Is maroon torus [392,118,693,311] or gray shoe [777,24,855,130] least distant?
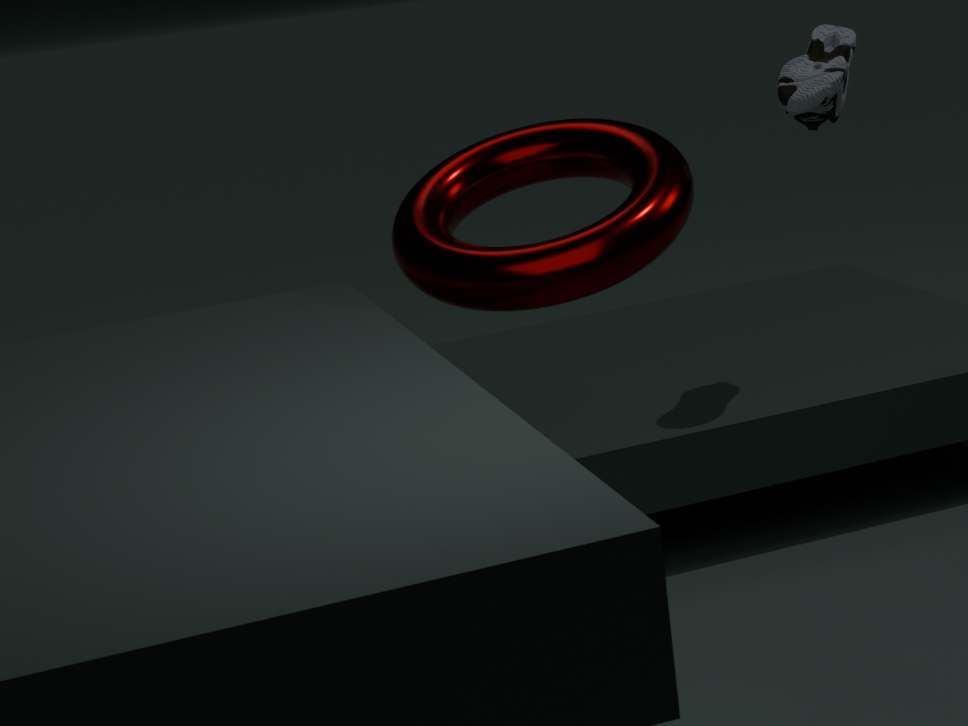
maroon torus [392,118,693,311]
